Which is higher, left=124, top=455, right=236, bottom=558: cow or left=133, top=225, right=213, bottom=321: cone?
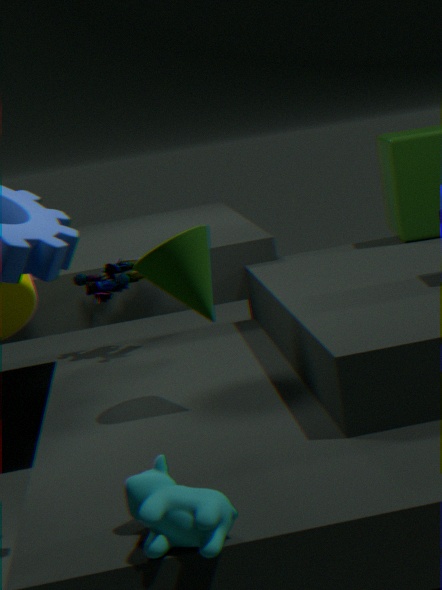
left=133, top=225, right=213, bottom=321: cone
